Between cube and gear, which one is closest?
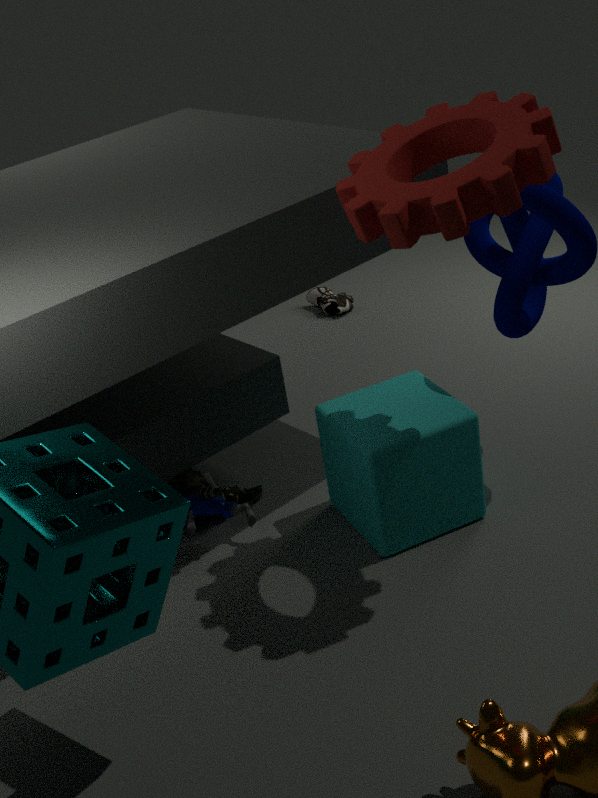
gear
